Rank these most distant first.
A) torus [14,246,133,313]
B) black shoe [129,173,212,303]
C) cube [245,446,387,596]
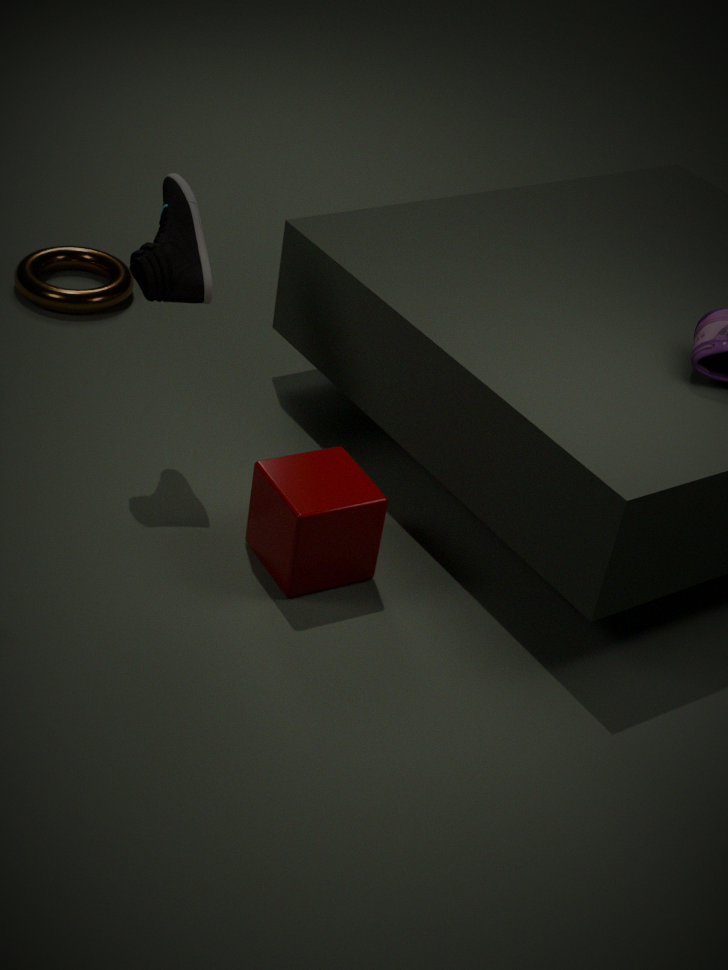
torus [14,246,133,313] < black shoe [129,173,212,303] < cube [245,446,387,596]
